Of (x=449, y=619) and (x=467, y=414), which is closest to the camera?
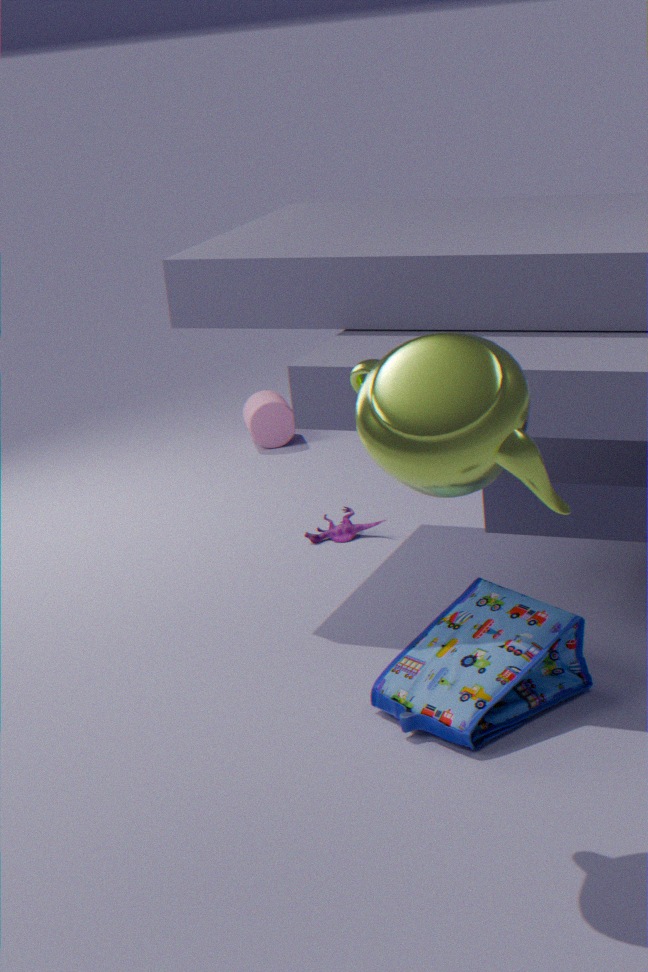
(x=467, y=414)
